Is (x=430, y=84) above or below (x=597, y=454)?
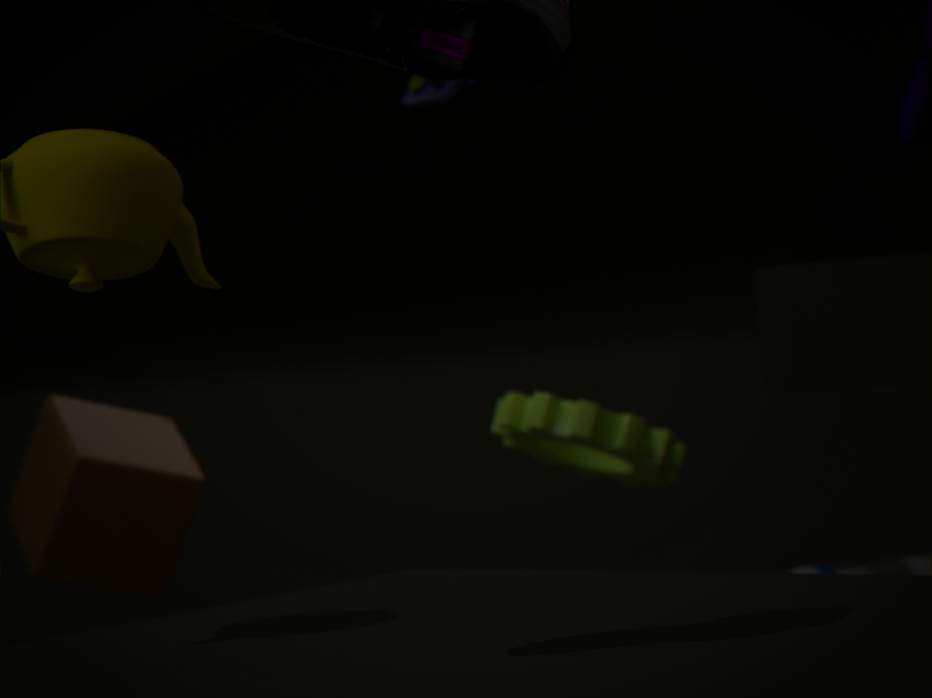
above
